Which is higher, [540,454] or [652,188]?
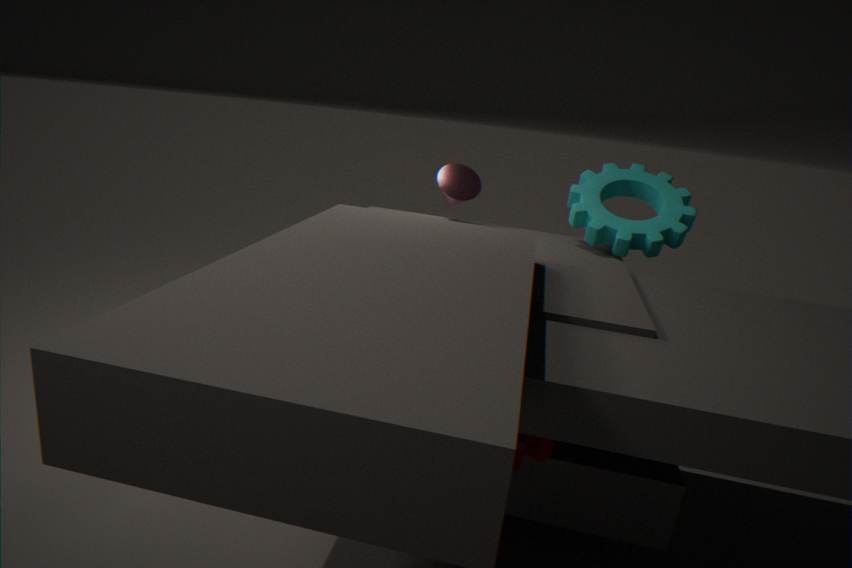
[652,188]
